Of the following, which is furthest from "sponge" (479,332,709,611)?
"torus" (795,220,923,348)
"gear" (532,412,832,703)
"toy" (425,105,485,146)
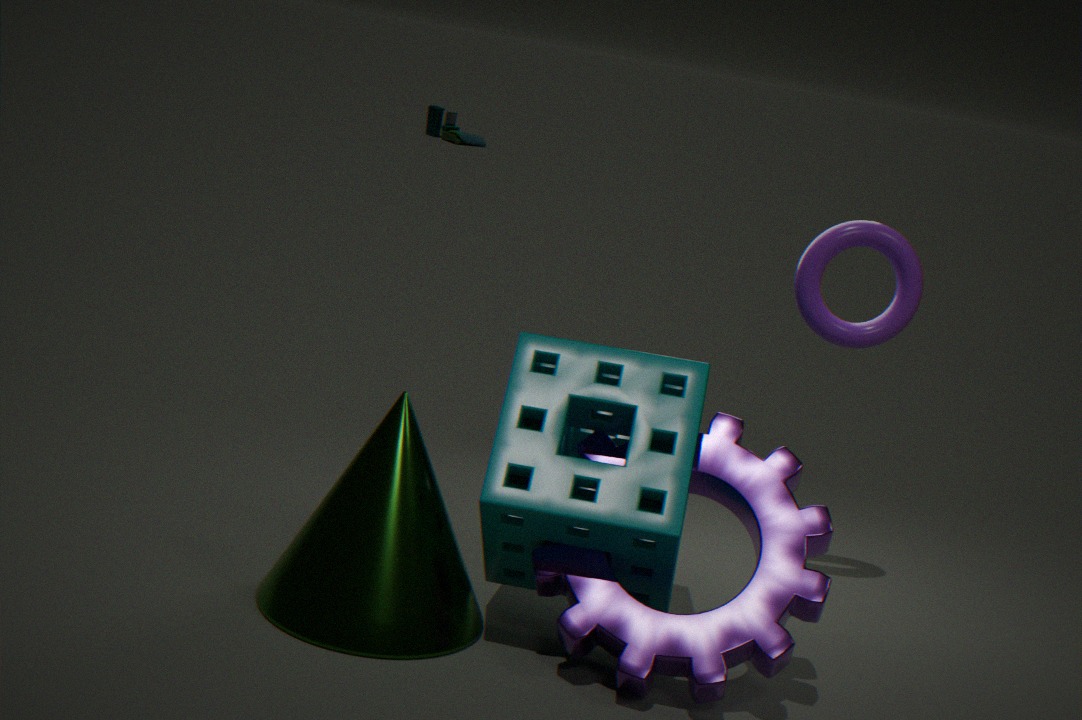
"toy" (425,105,485,146)
